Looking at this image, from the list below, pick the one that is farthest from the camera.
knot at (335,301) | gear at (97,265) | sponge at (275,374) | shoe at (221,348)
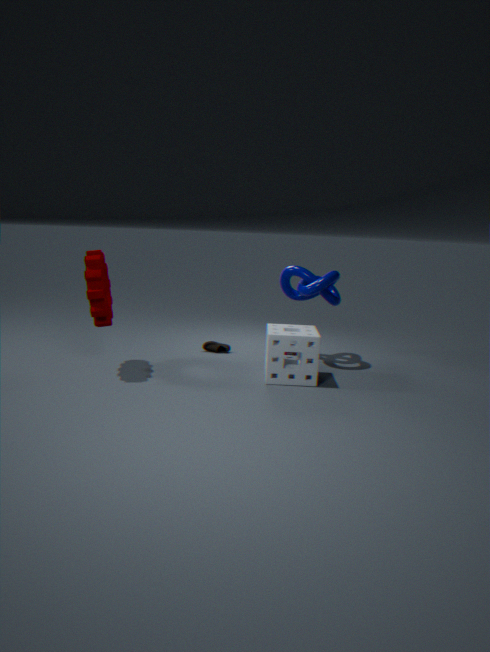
shoe at (221,348)
